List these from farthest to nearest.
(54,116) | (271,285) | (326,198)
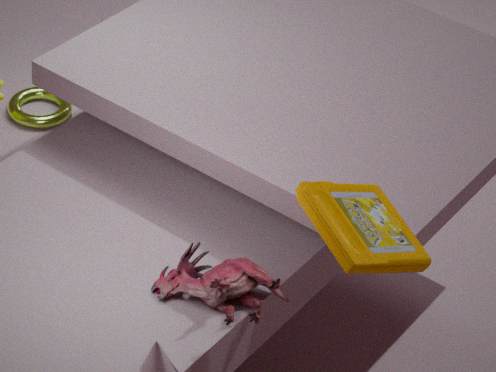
(54,116), (271,285), (326,198)
